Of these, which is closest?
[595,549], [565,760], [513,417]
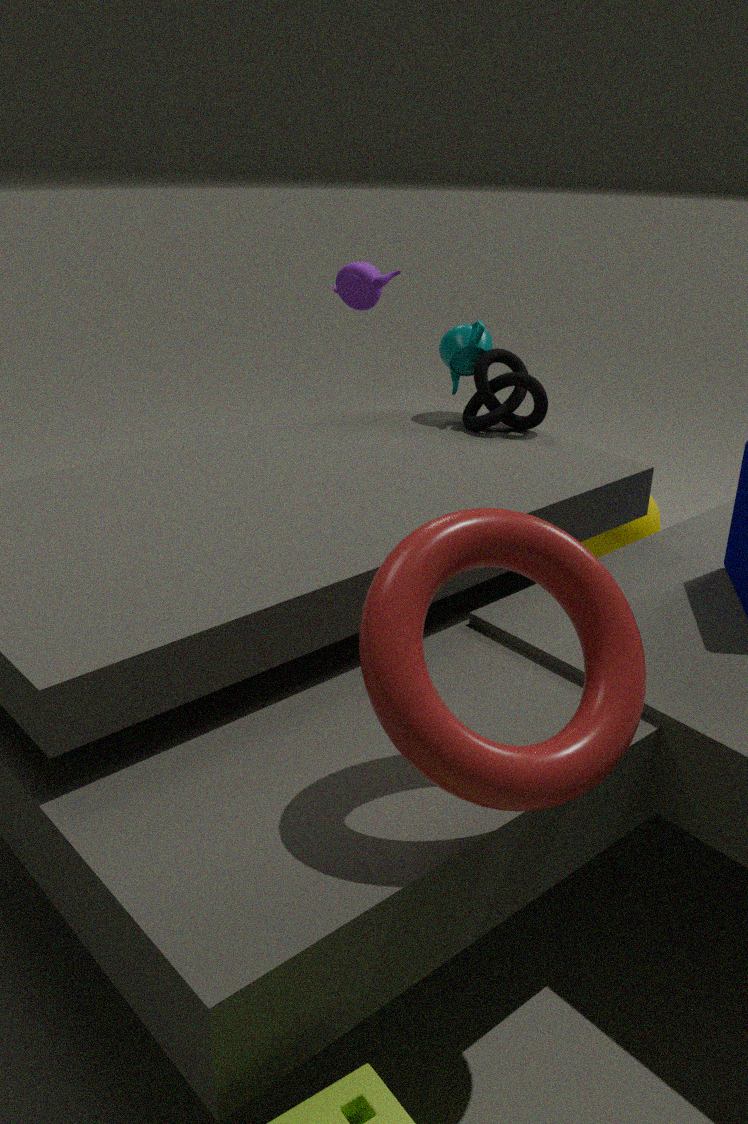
[565,760]
